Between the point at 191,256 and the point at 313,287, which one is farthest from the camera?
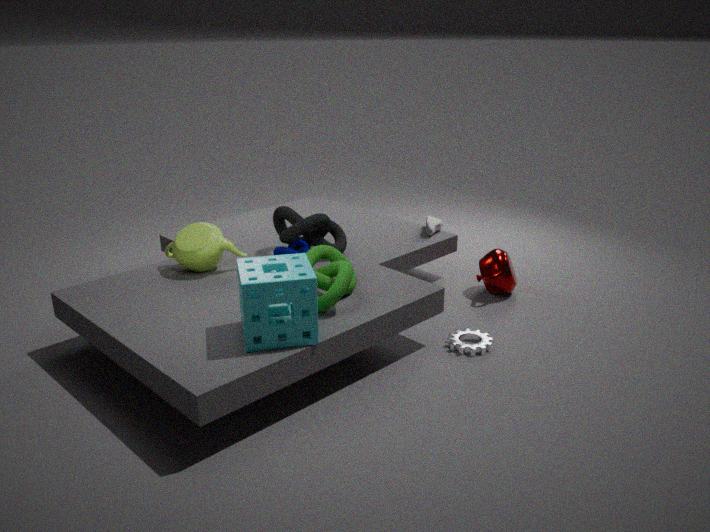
the point at 191,256
